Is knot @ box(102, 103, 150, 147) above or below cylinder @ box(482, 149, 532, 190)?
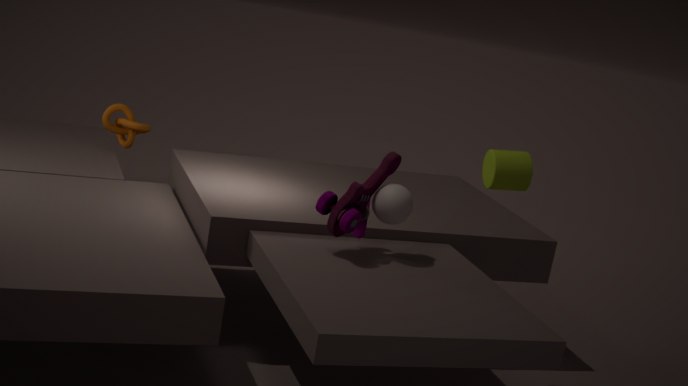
below
